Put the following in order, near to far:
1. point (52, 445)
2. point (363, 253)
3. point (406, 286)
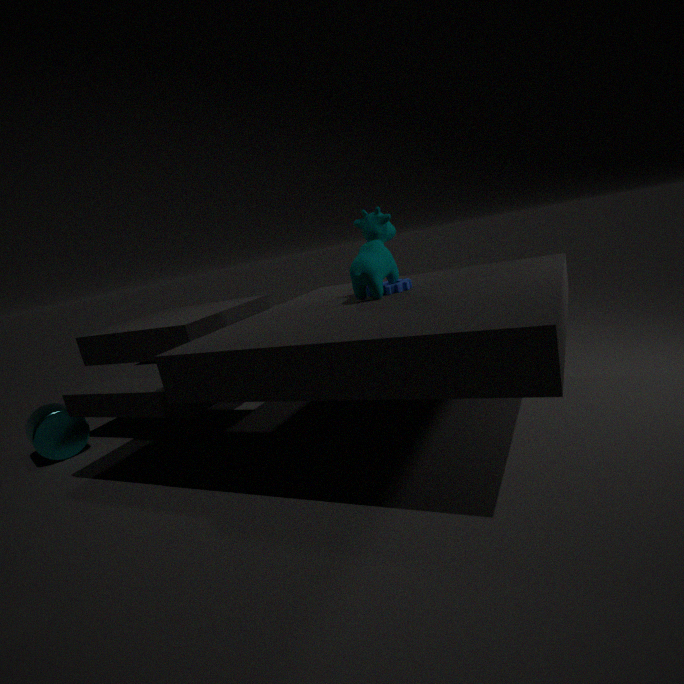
point (363, 253), point (406, 286), point (52, 445)
